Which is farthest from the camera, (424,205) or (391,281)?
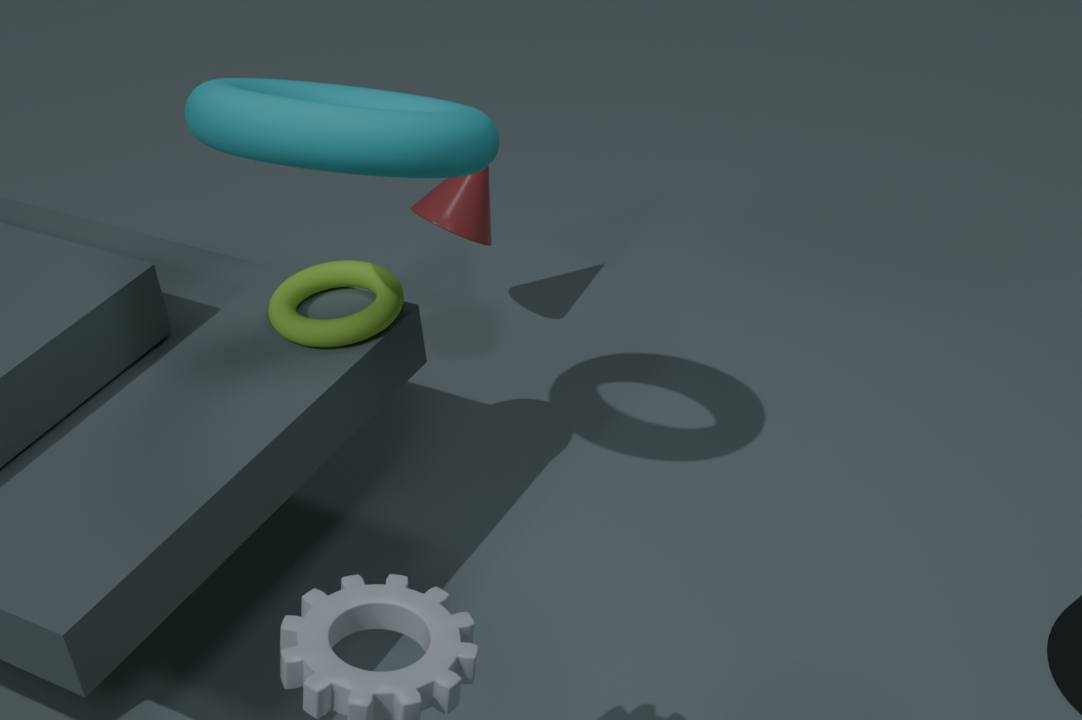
(424,205)
